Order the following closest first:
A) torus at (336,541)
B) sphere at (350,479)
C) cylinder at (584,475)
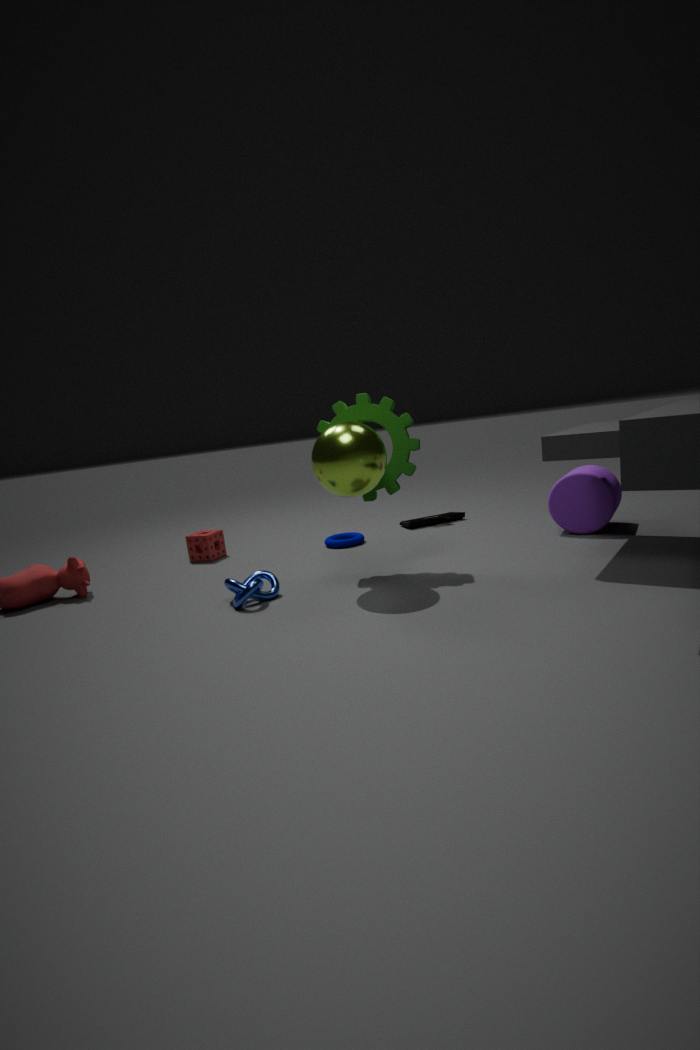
sphere at (350,479) → cylinder at (584,475) → torus at (336,541)
